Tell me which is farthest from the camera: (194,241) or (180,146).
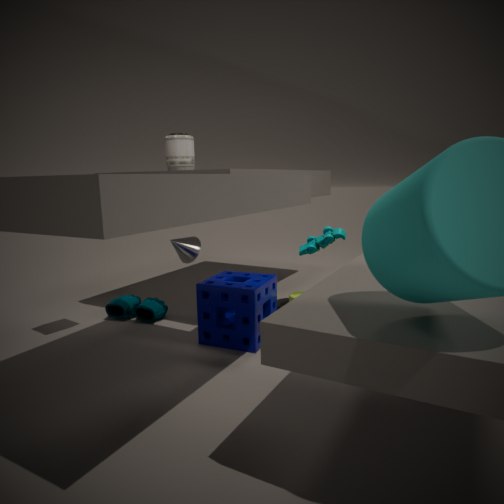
(194,241)
